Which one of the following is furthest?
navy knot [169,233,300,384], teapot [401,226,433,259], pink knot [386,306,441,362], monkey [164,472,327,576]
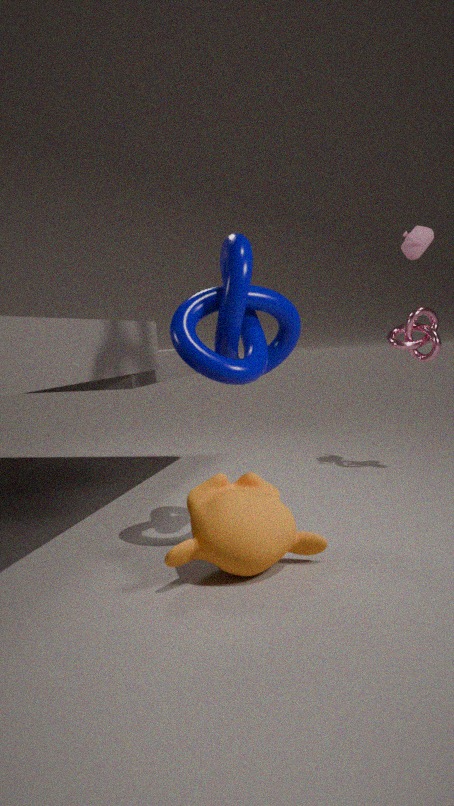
pink knot [386,306,441,362]
